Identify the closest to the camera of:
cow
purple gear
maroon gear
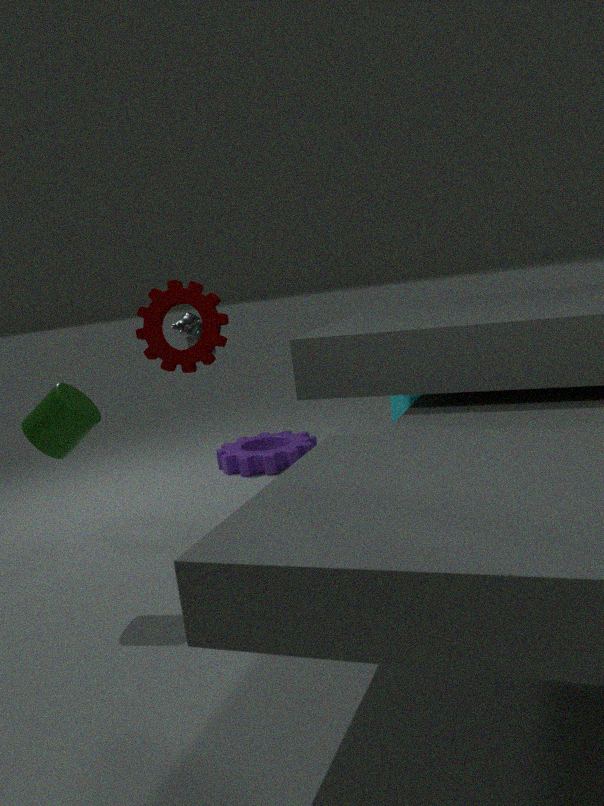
maroon gear
